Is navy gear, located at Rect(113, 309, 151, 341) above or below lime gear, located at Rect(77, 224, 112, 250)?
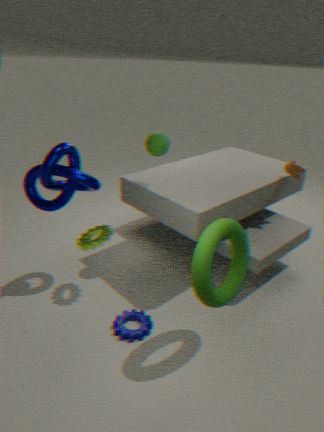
below
